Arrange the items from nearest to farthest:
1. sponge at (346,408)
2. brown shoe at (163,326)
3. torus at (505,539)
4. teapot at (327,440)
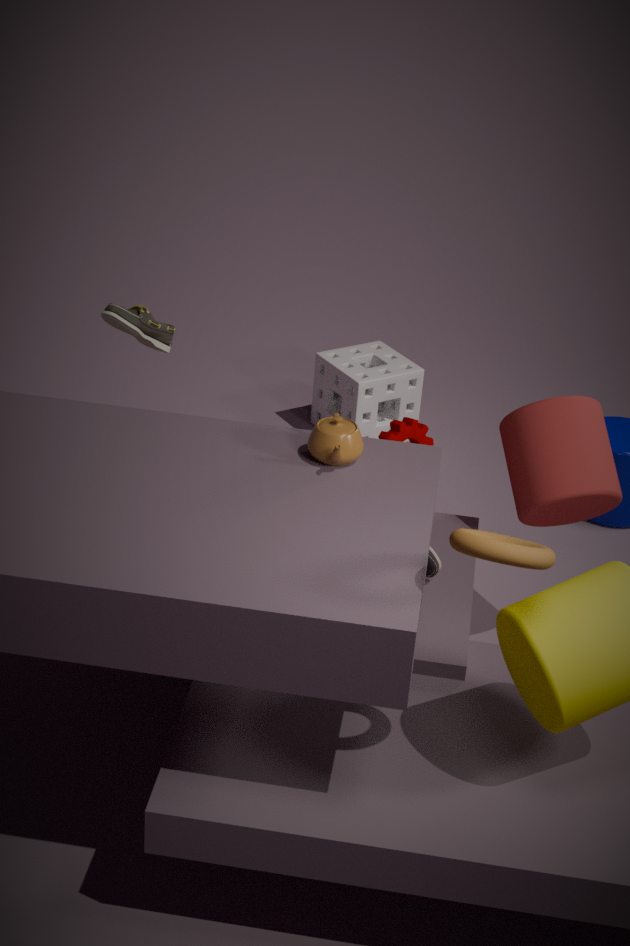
torus at (505,539)
teapot at (327,440)
brown shoe at (163,326)
sponge at (346,408)
